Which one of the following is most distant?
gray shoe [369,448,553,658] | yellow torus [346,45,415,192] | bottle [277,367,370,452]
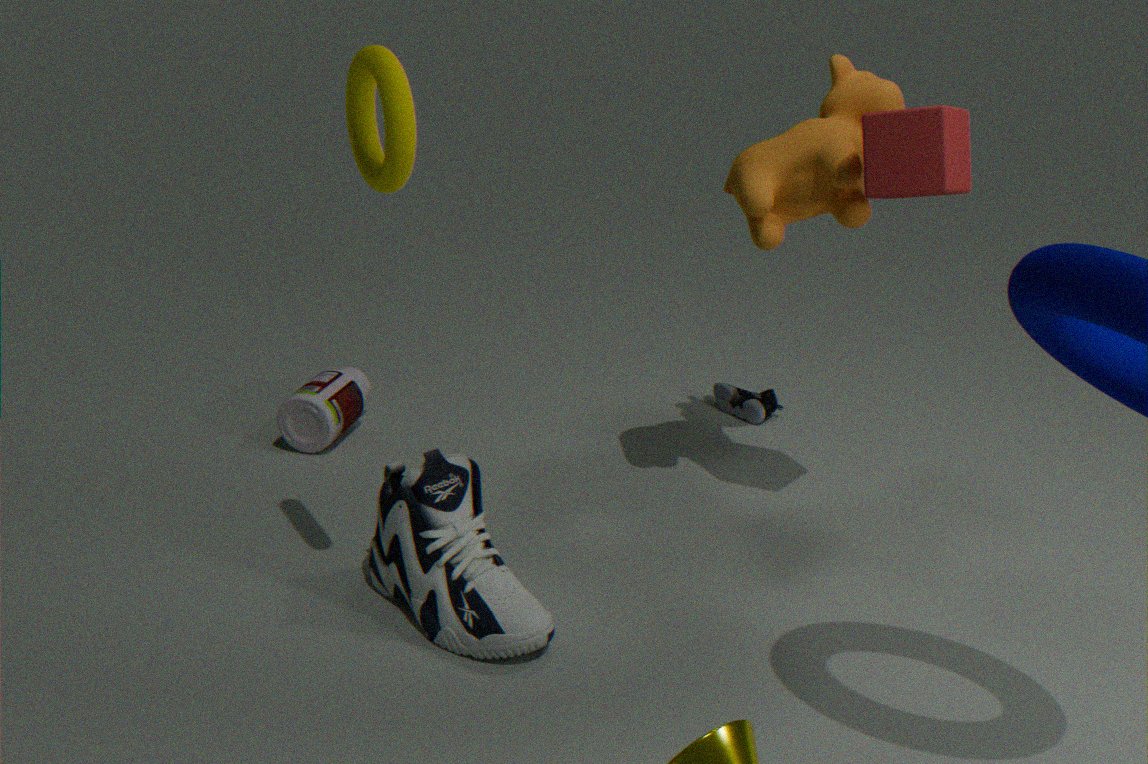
bottle [277,367,370,452]
